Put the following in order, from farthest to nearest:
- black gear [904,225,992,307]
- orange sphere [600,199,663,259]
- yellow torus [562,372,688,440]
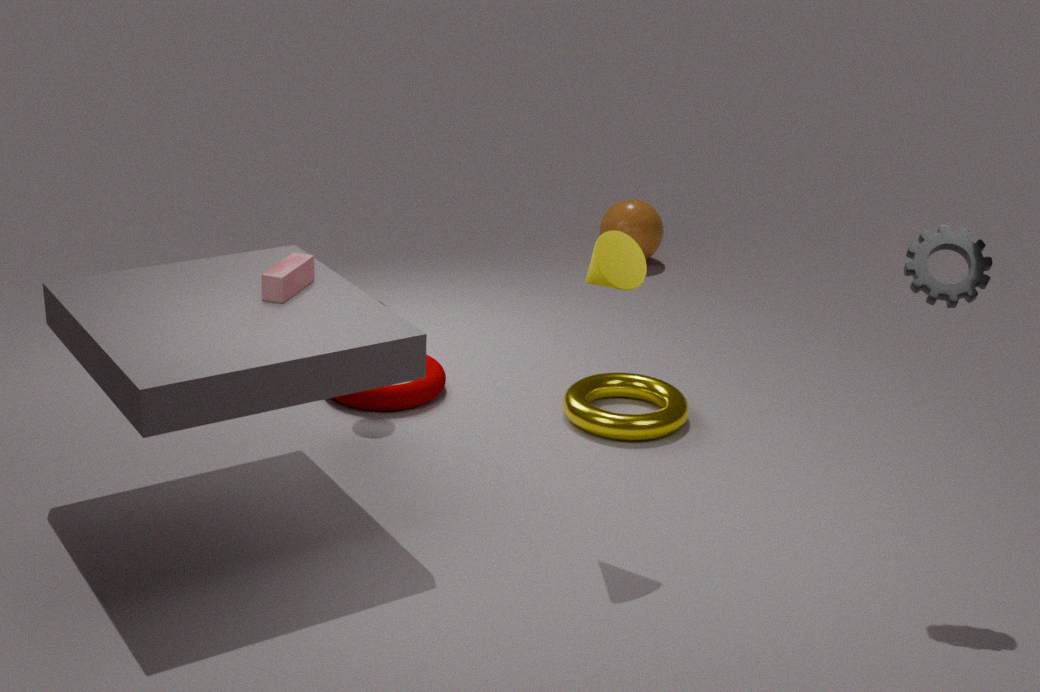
orange sphere [600,199,663,259], yellow torus [562,372,688,440], black gear [904,225,992,307]
